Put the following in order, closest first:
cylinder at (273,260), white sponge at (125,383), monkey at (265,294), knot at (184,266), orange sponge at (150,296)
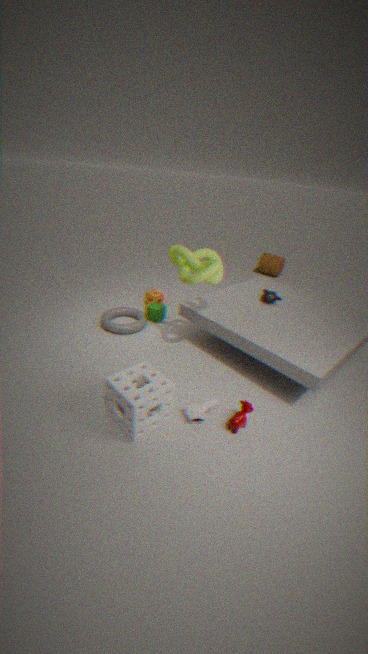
white sponge at (125,383), knot at (184,266), monkey at (265,294), orange sponge at (150,296), cylinder at (273,260)
